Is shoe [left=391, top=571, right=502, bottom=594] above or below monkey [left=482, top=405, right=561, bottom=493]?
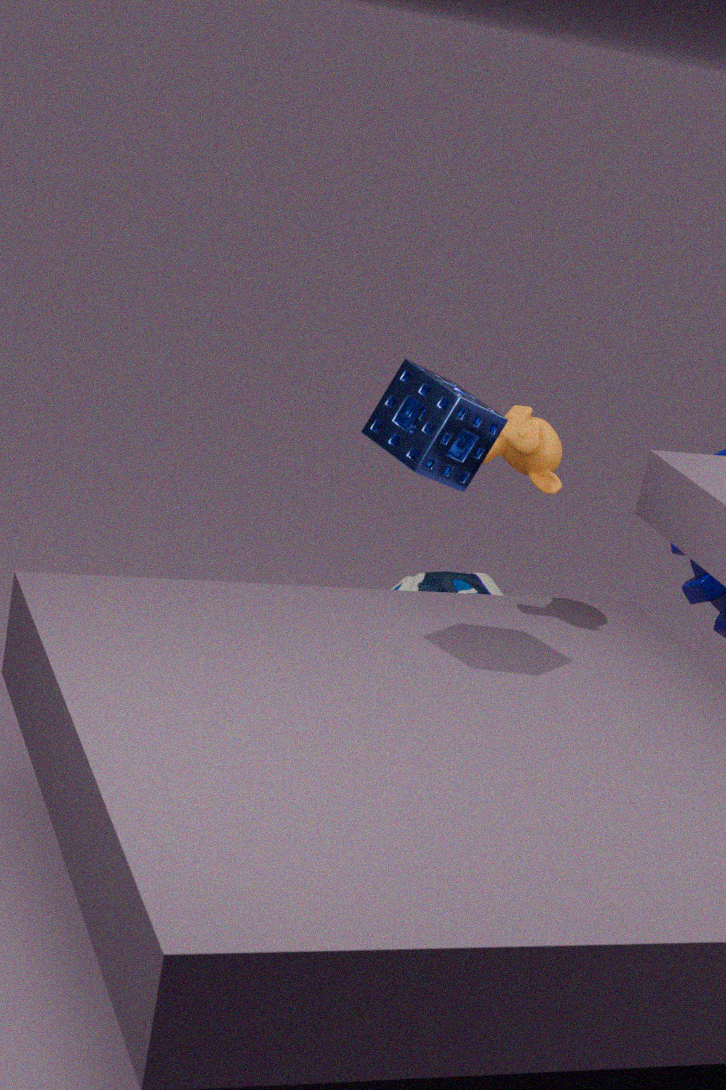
below
